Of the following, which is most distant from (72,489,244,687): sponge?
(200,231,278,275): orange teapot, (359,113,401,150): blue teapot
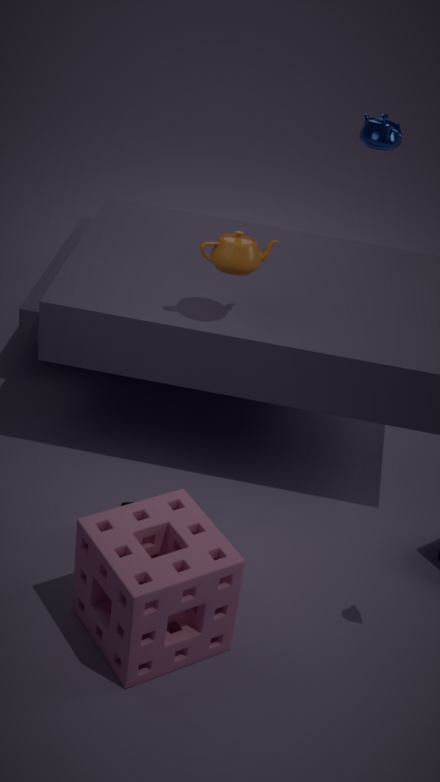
(359,113,401,150): blue teapot
